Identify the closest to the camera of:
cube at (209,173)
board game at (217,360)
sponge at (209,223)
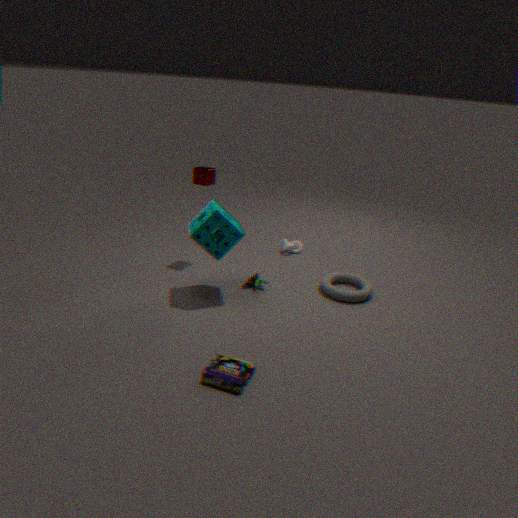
board game at (217,360)
